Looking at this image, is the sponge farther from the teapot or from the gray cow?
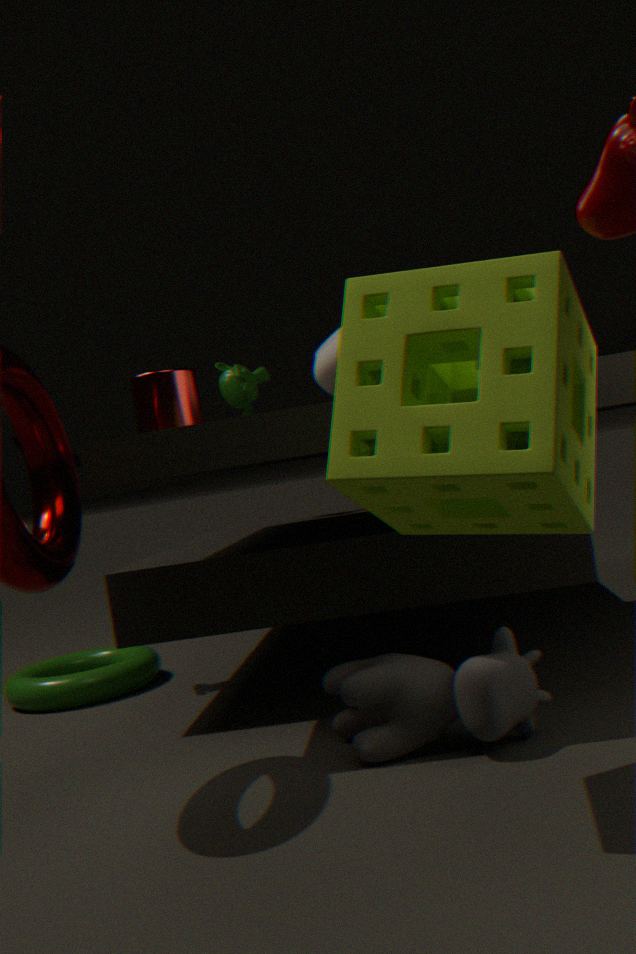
the teapot
